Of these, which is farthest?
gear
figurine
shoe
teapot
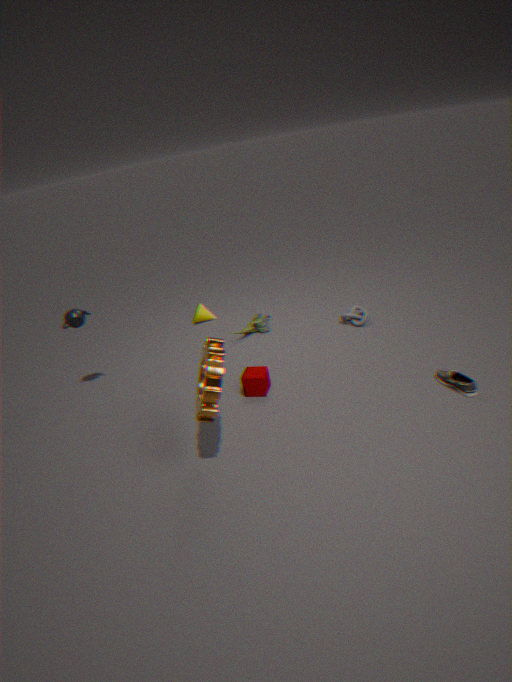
figurine
